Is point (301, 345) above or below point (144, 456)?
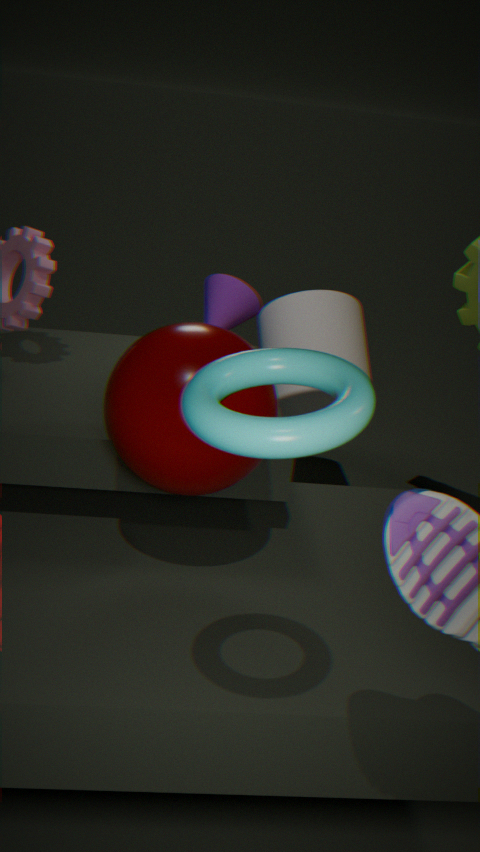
below
